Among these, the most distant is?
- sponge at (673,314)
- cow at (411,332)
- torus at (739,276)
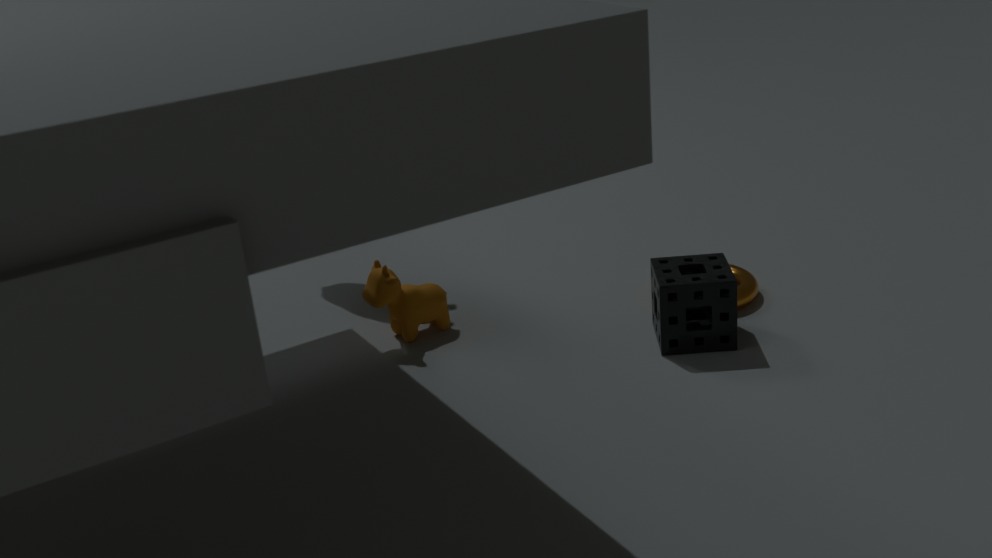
torus at (739,276)
